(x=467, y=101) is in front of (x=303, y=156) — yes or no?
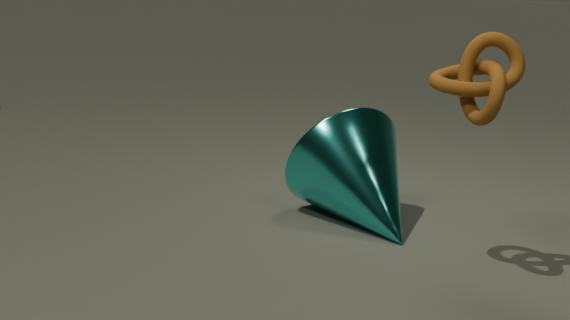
Yes
